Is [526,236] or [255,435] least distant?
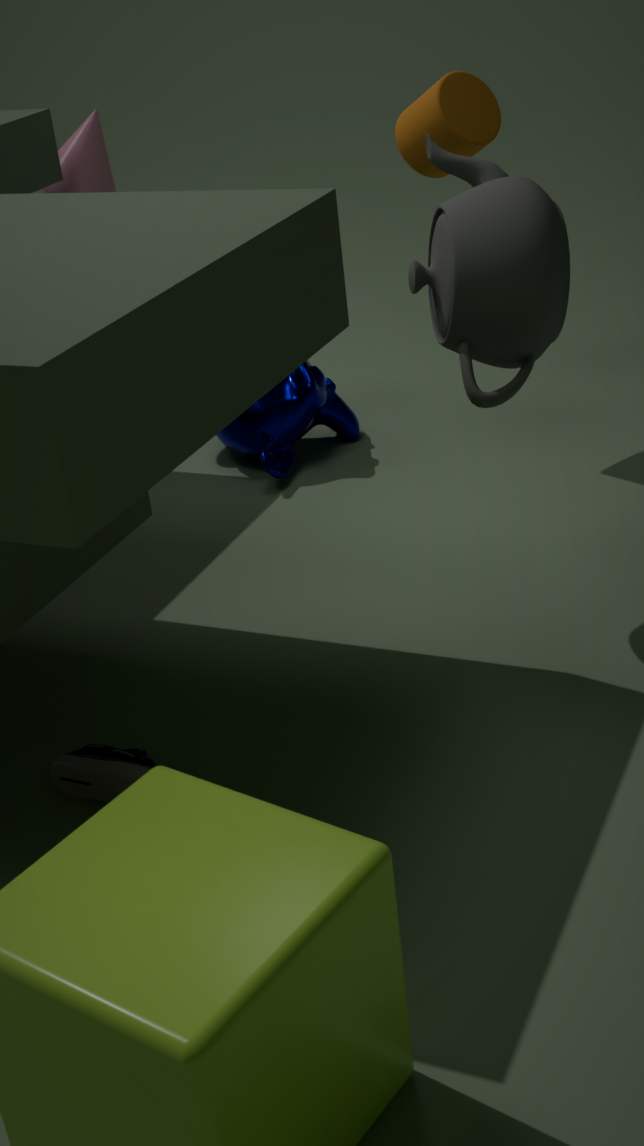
[526,236]
